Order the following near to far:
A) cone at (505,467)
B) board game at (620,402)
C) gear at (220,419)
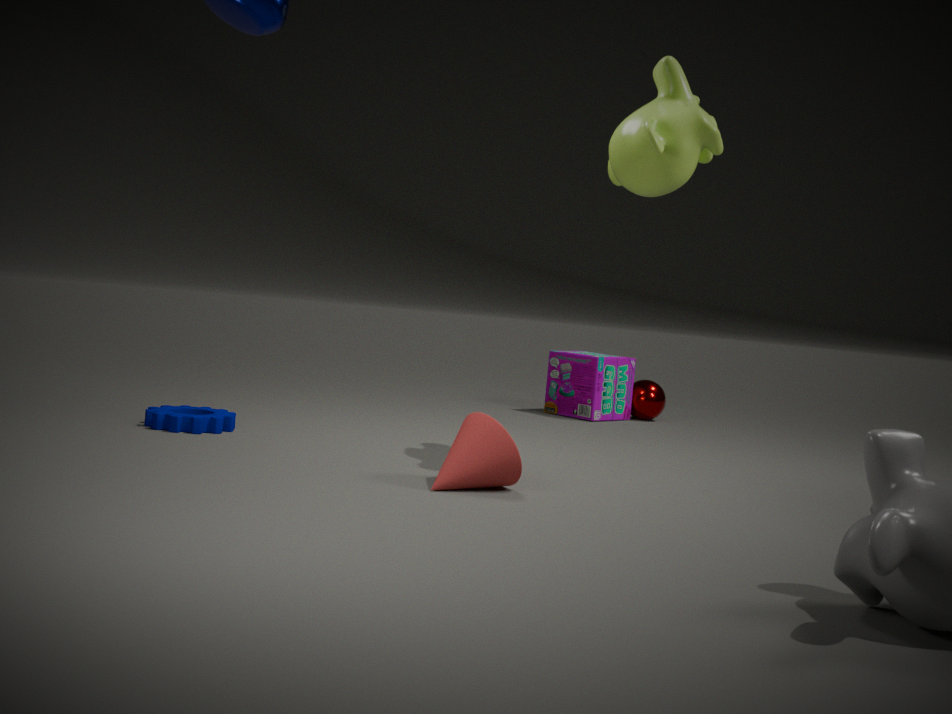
cone at (505,467) < gear at (220,419) < board game at (620,402)
